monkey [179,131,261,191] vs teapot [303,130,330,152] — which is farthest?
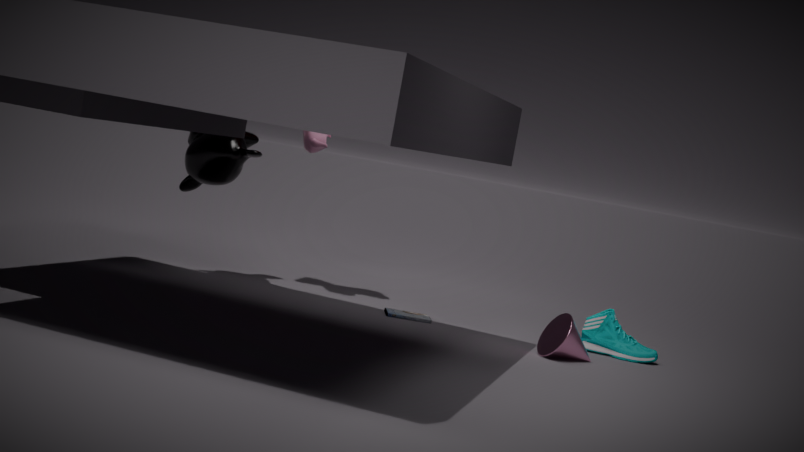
teapot [303,130,330,152]
